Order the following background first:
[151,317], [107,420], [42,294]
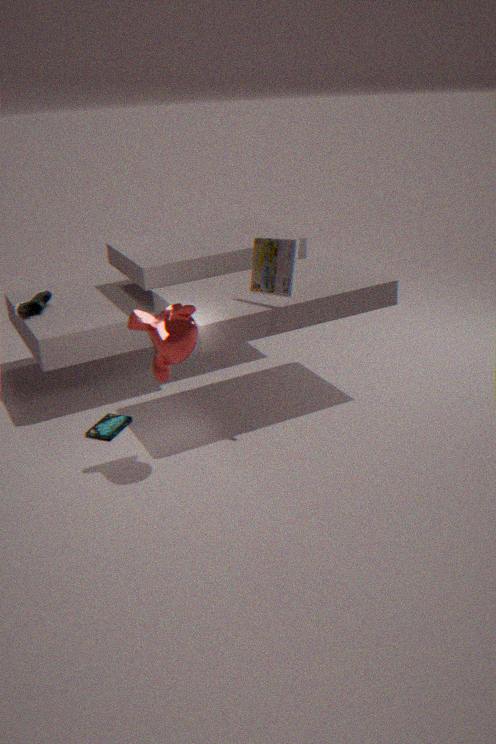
[42,294] < [107,420] < [151,317]
